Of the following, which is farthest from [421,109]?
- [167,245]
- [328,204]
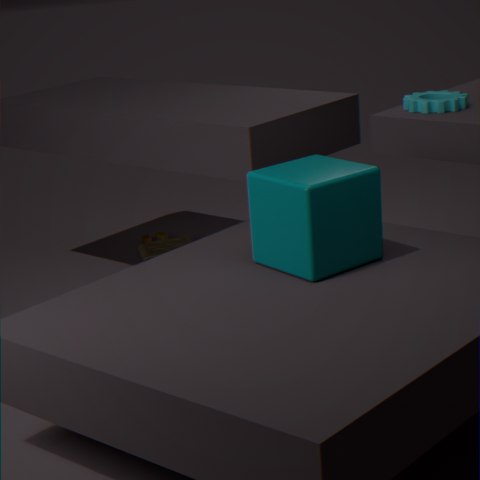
[167,245]
